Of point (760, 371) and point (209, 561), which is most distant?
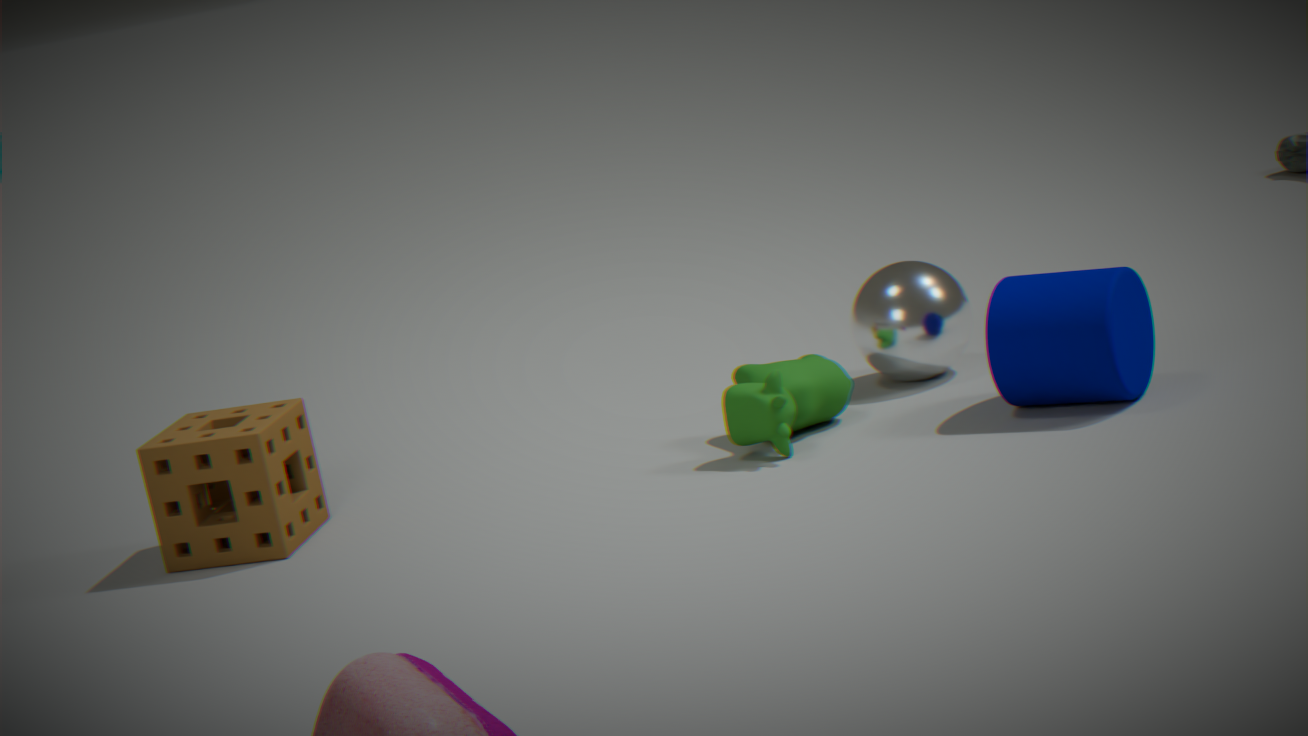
point (760, 371)
